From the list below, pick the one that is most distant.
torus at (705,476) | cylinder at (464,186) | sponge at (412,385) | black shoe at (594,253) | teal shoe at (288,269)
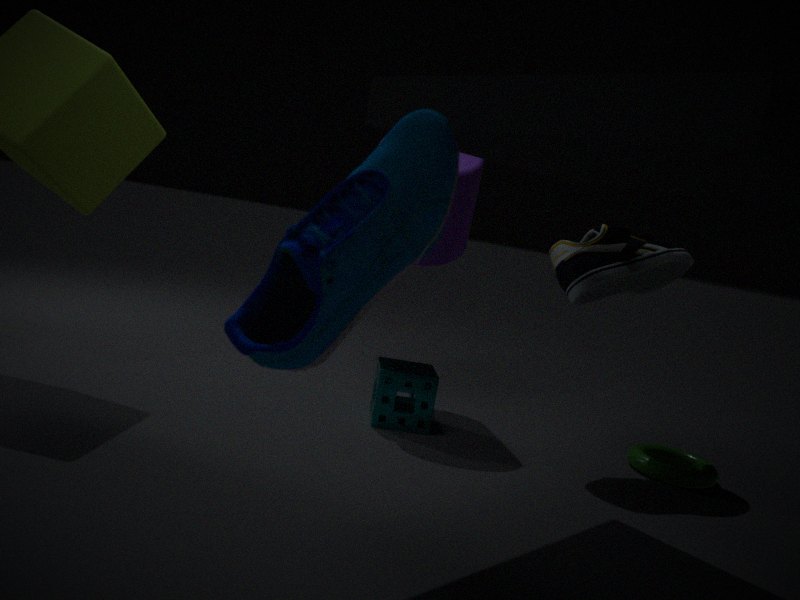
cylinder at (464,186)
